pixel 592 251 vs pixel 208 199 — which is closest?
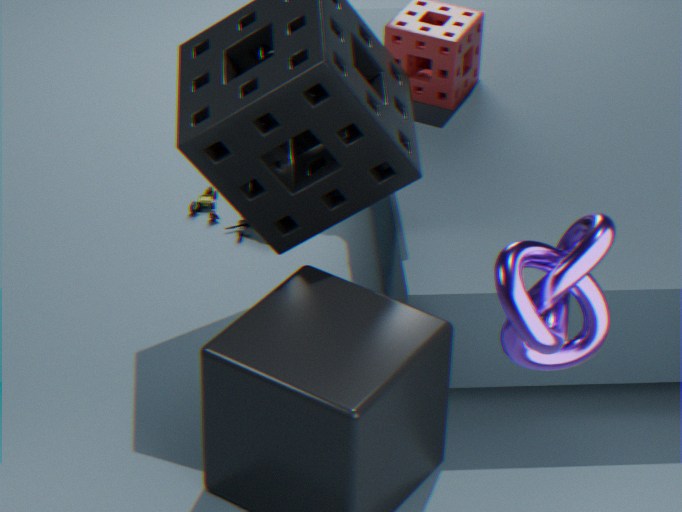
pixel 592 251
